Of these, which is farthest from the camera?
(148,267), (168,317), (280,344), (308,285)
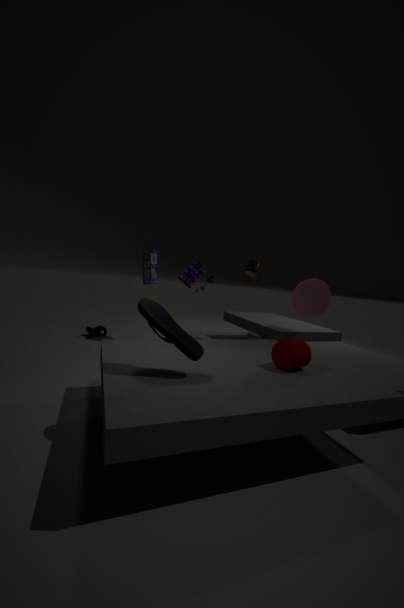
(148,267)
